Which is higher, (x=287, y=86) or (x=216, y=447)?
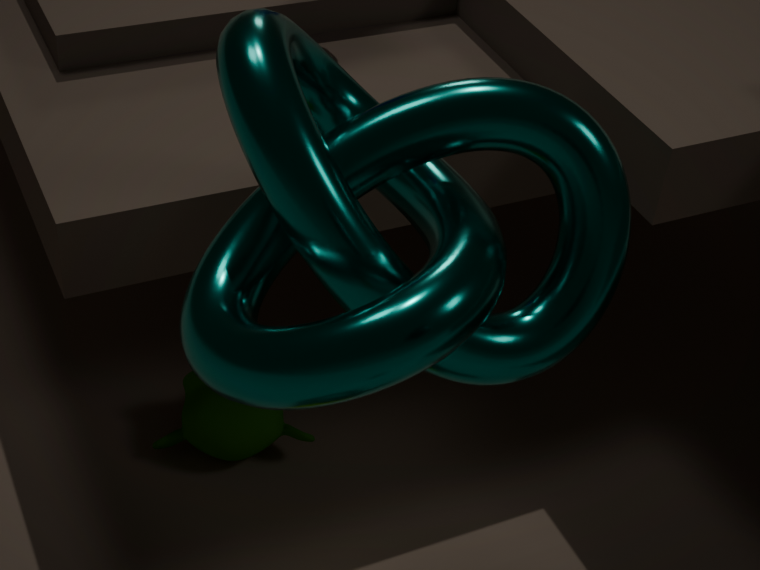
(x=287, y=86)
